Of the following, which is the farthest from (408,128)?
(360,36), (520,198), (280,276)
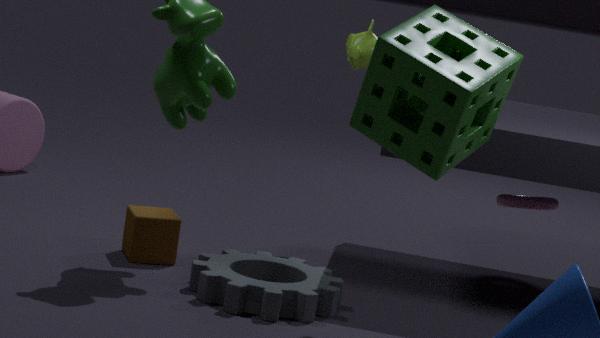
(520,198)
